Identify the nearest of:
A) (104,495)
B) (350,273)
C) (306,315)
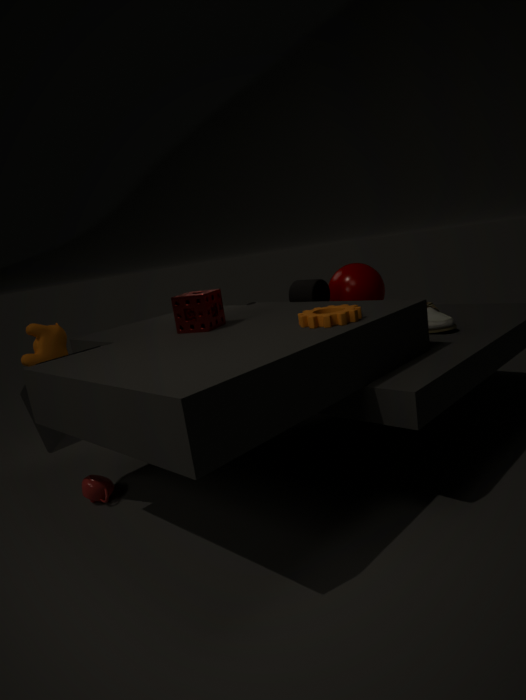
C. (306,315)
